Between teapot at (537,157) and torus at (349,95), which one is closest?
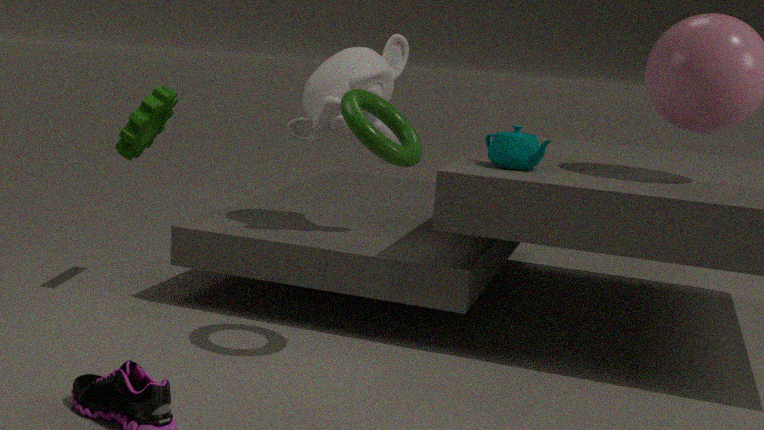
torus at (349,95)
